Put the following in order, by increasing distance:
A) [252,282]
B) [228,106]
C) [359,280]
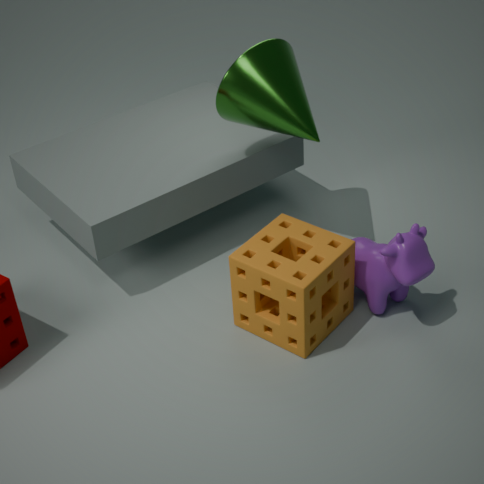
[252,282], [359,280], [228,106]
